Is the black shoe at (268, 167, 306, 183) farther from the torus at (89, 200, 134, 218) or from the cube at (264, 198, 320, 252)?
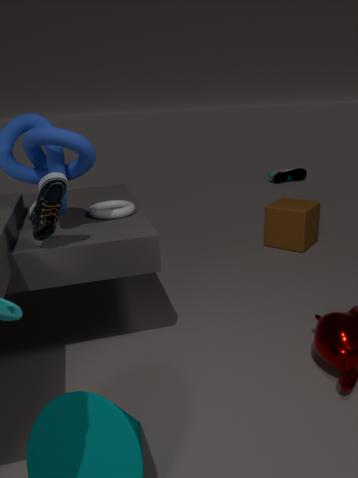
the torus at (89, 200, 134, 218)
